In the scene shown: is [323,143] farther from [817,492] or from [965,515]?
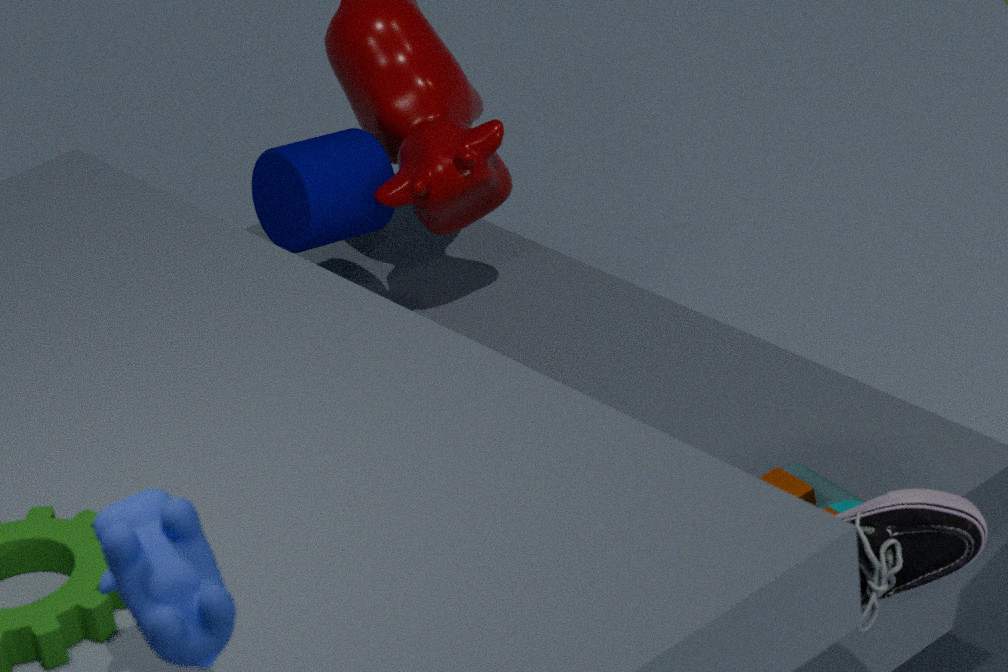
[965,515]
